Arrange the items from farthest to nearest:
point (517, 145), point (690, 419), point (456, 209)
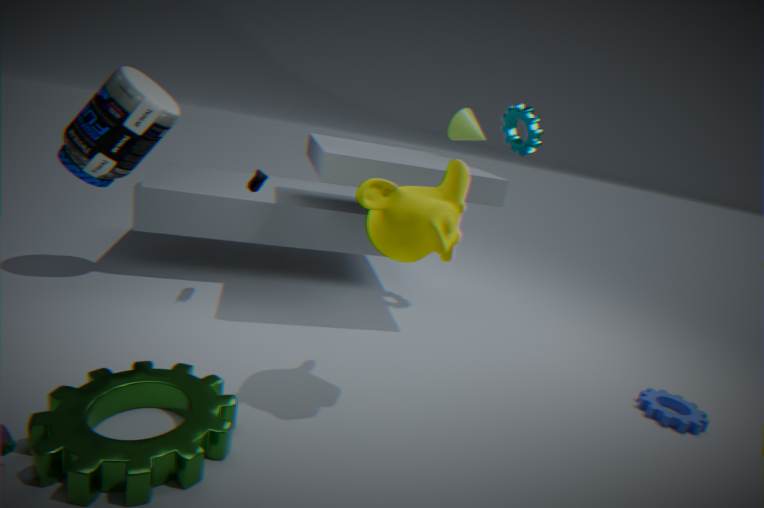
point (517, 145), point (690, 419), point (456, 209)
